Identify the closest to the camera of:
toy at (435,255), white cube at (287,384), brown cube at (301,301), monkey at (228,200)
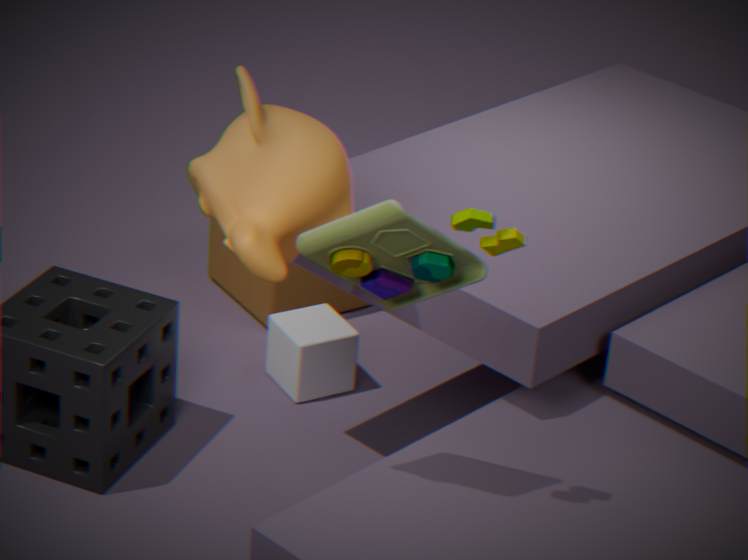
Result: toy at (435,255)
